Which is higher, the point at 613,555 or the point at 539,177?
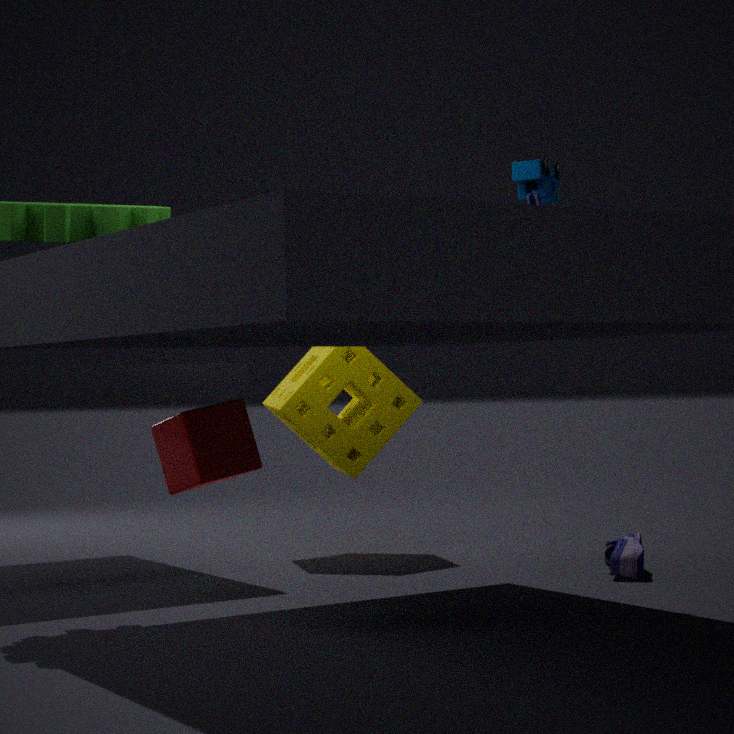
the point at 539,177
